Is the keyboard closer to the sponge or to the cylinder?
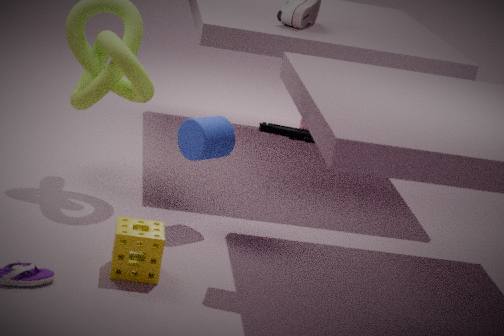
the cylinder
